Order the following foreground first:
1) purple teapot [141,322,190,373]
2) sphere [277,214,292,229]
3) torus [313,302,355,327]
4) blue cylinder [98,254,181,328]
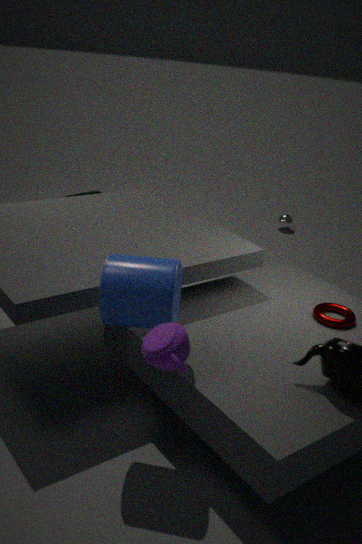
1. purple teapot [141,322,190,373] → 4. blue cylinder [98,254,181,328] → 3. torus [313,302,355,327] → 2. sphere [277,214,292,229]
